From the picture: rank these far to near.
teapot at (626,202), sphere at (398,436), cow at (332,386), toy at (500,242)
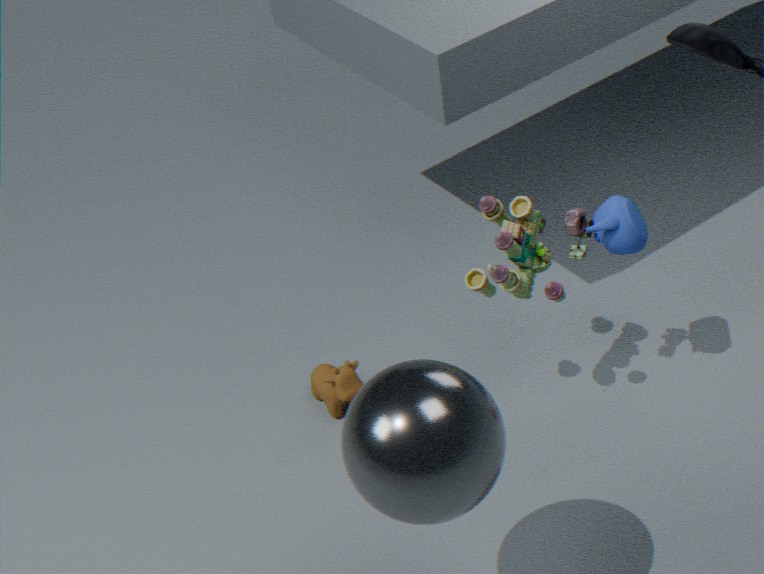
cow at (332,386) → toy at (500,242) → teapot at (626,202) → sphere at (398,436)
